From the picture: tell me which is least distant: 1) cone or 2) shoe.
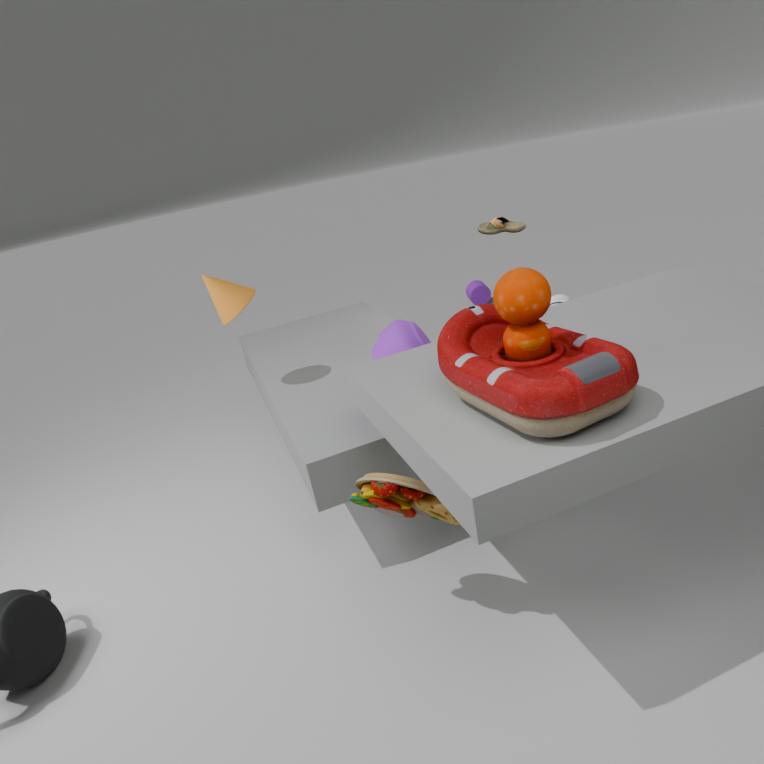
1. cone
